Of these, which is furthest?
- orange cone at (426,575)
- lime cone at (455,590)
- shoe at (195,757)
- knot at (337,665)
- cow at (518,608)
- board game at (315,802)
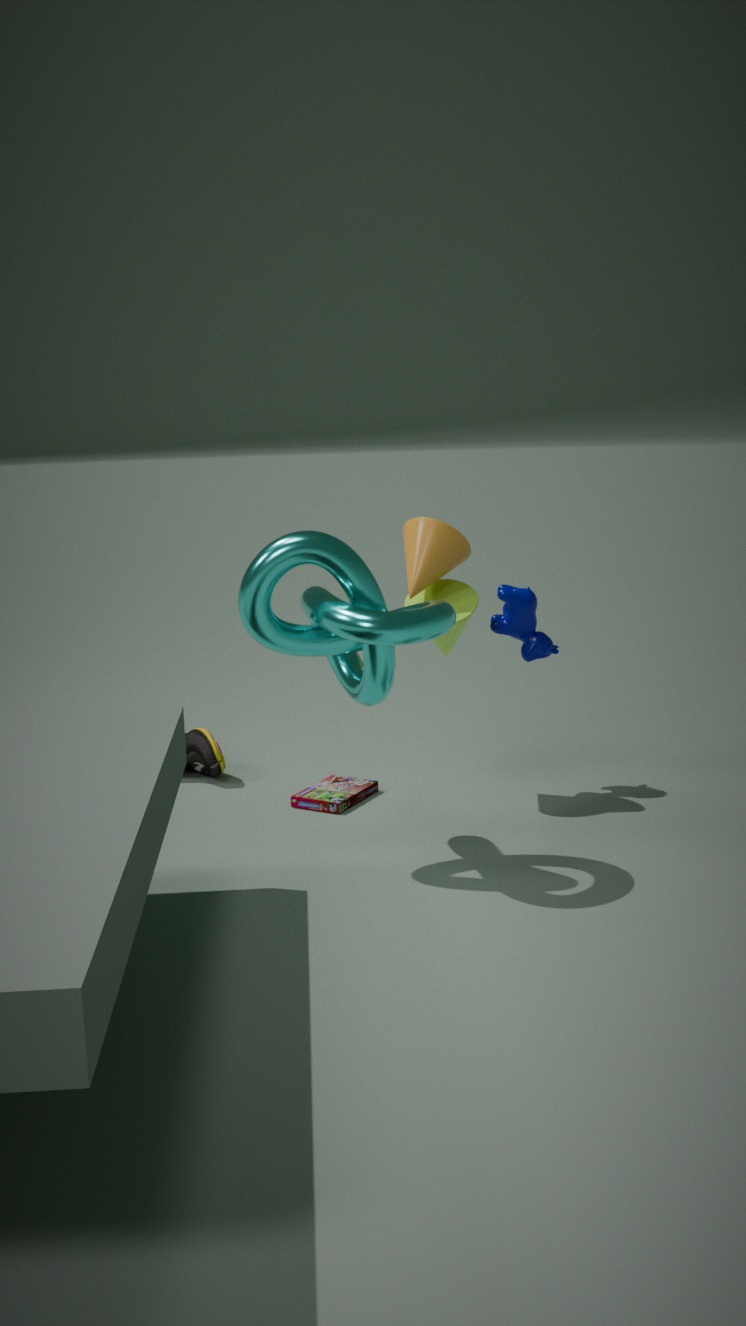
shoe at (195,757)
